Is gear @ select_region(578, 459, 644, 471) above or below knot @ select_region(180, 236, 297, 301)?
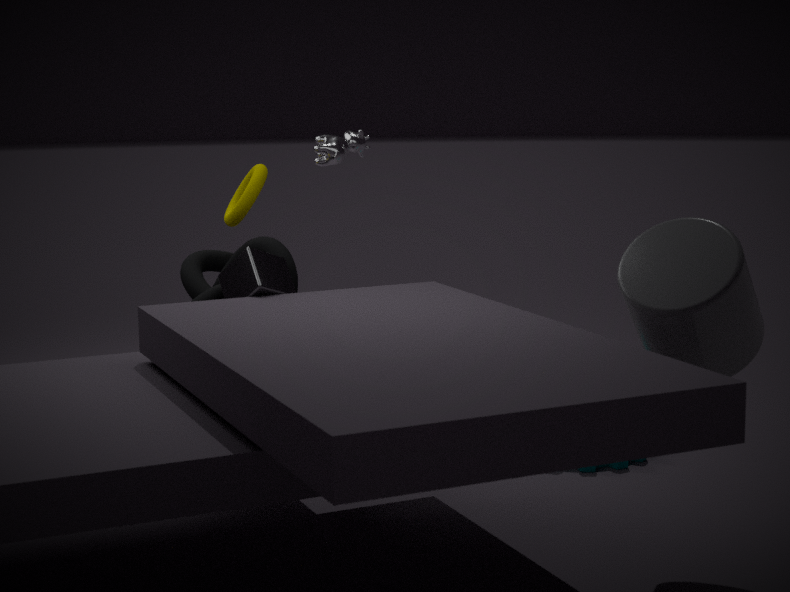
below
